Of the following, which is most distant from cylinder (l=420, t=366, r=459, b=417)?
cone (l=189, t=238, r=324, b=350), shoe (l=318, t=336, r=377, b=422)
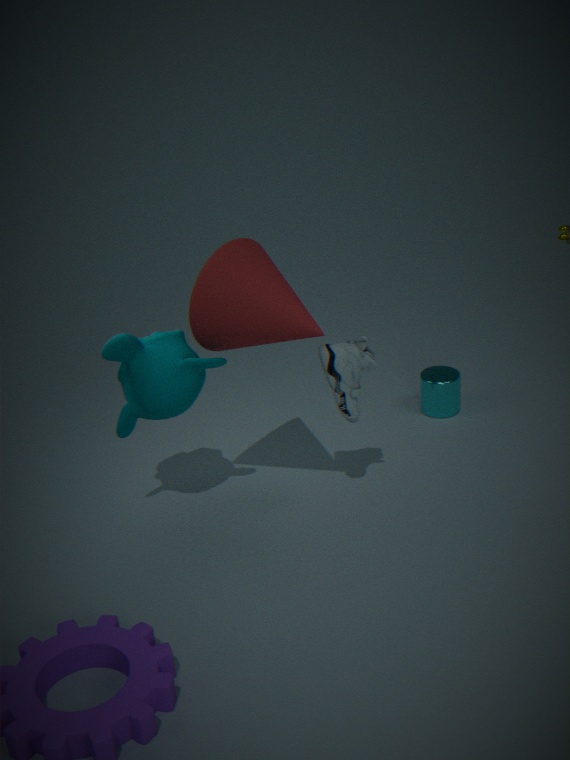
cone (l=189, t=238, r=324, b=350)
